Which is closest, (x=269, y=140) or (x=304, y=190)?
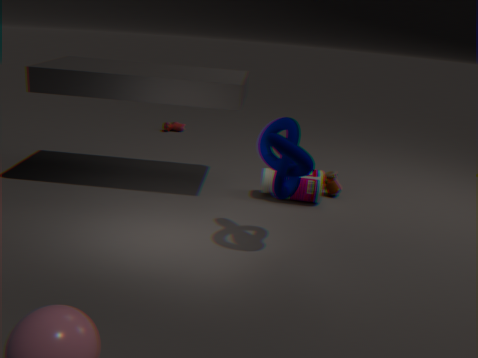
(x=269, y=140)
